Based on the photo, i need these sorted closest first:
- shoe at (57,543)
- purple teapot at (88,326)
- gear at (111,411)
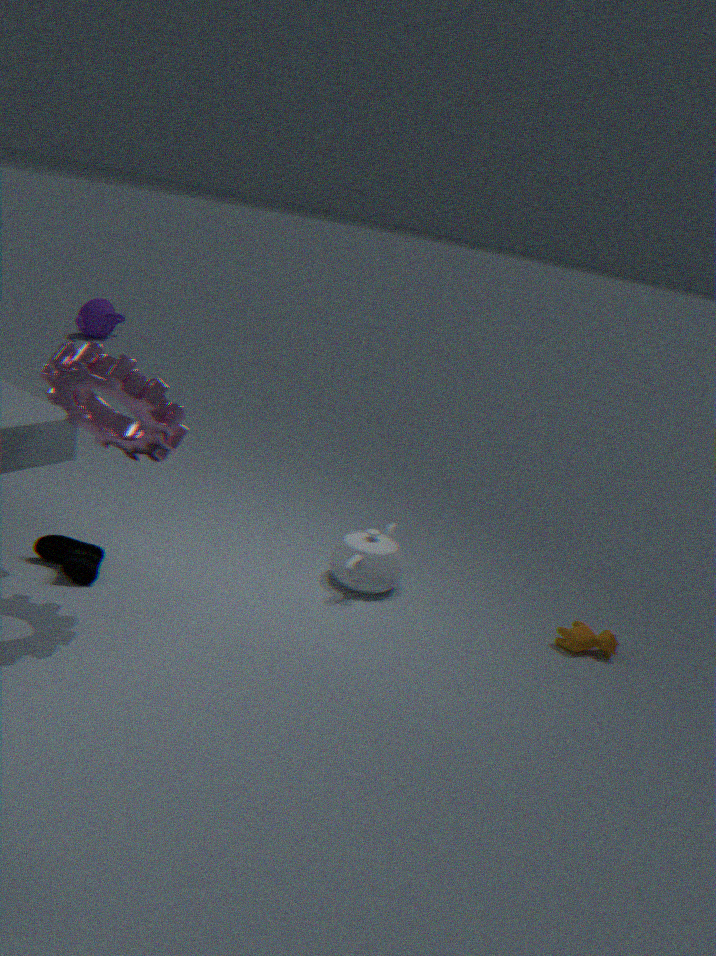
gear at (111,411) → shoe at (57,543) → purple teapot at (88,326)
